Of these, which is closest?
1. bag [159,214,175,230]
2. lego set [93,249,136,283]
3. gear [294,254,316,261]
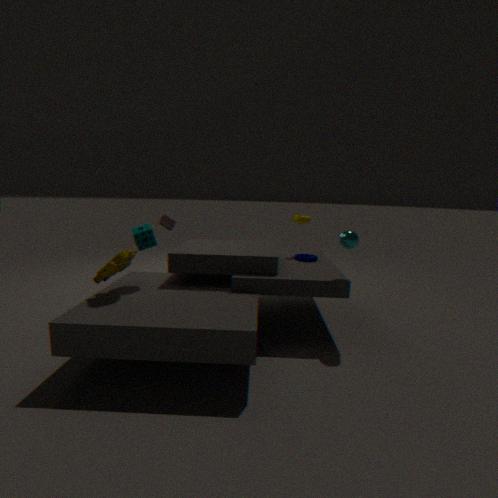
lego set [93,249,136,283]
